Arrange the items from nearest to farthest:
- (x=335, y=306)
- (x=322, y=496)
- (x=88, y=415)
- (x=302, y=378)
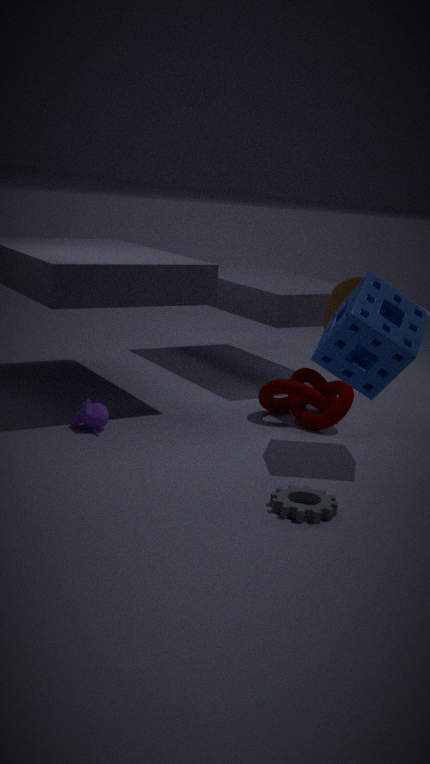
1. (x=322, y=496)
2. (x=88, y=415)
3. (x=335, y=306)
4. (x=302, y=378)
